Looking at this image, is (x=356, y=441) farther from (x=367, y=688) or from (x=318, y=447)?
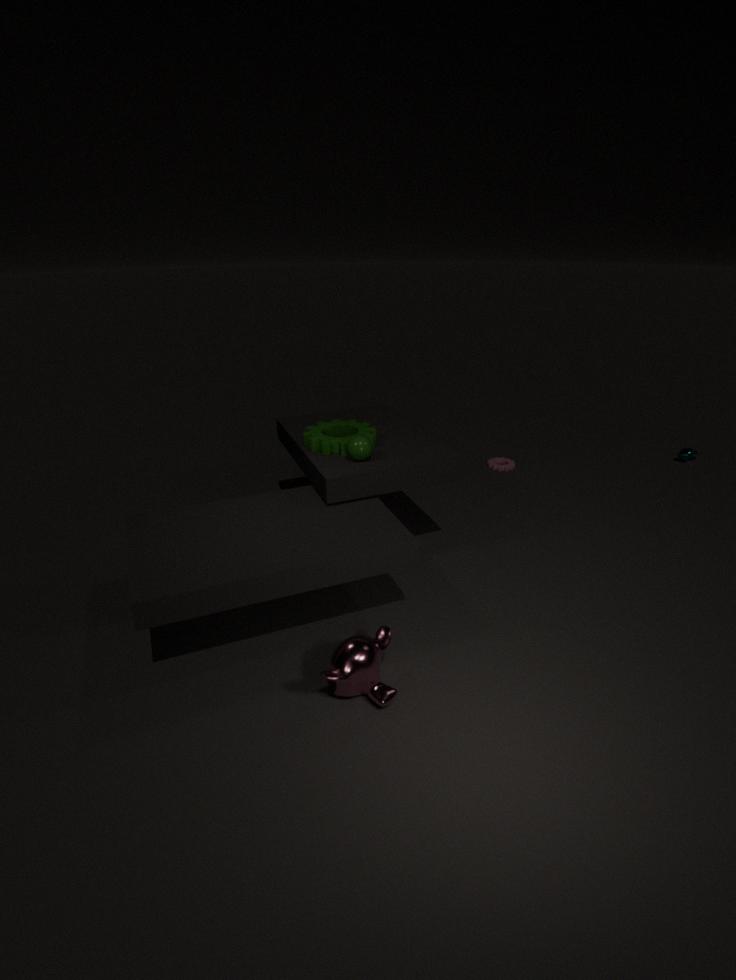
(x=367, y=688)
